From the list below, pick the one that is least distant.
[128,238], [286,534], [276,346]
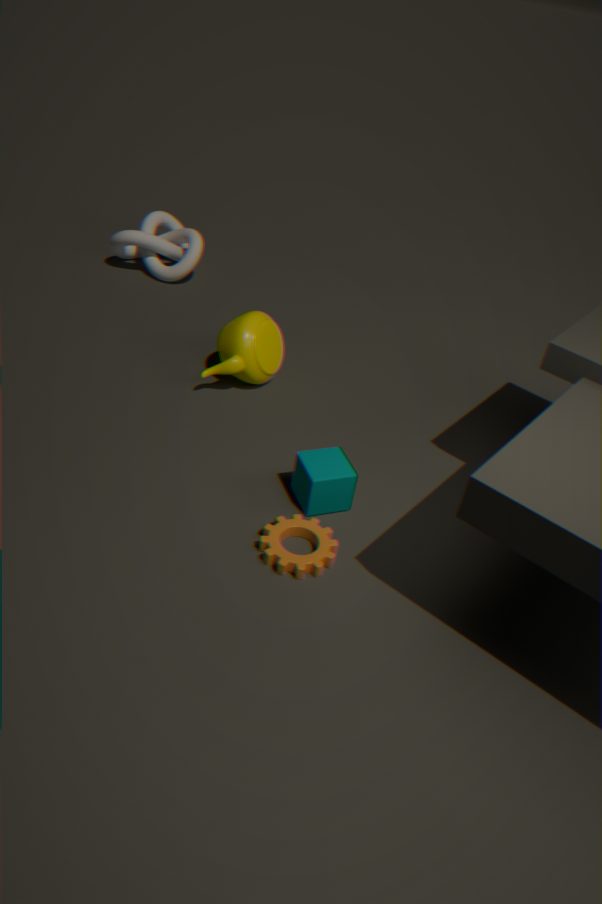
[286,534]
